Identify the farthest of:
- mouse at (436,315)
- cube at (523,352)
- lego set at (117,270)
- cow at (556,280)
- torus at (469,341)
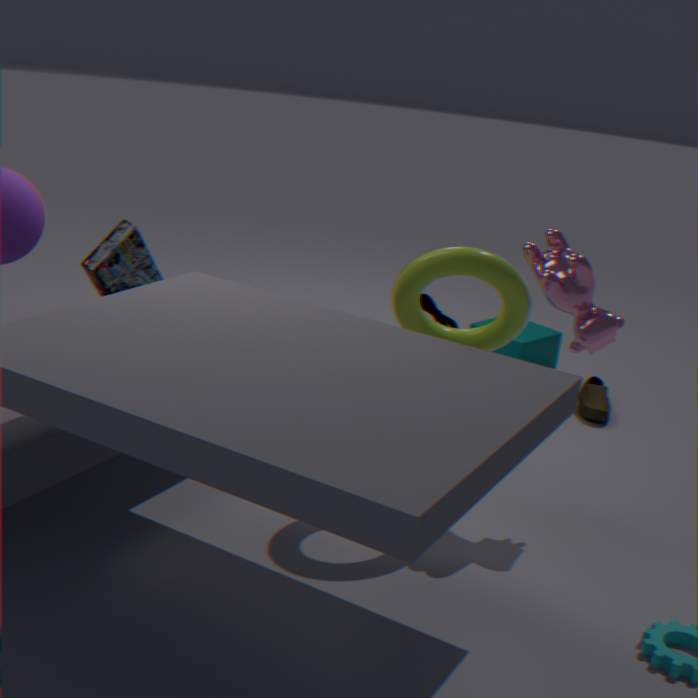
cube at (523,352)
